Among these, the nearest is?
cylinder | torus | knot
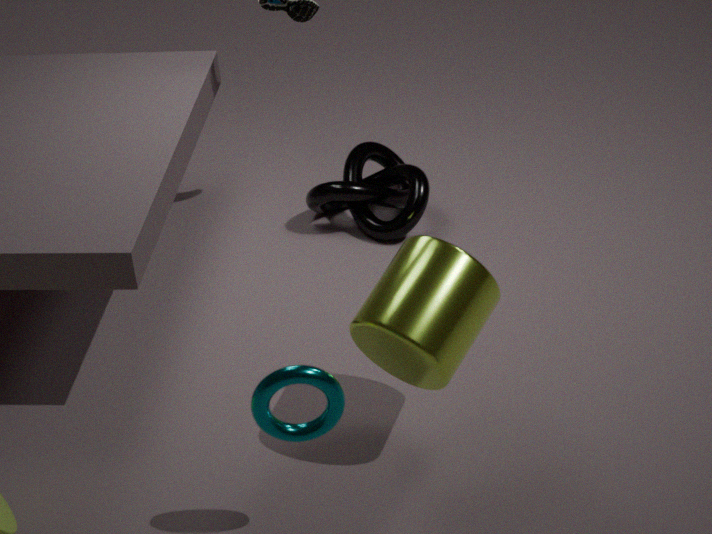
torus
